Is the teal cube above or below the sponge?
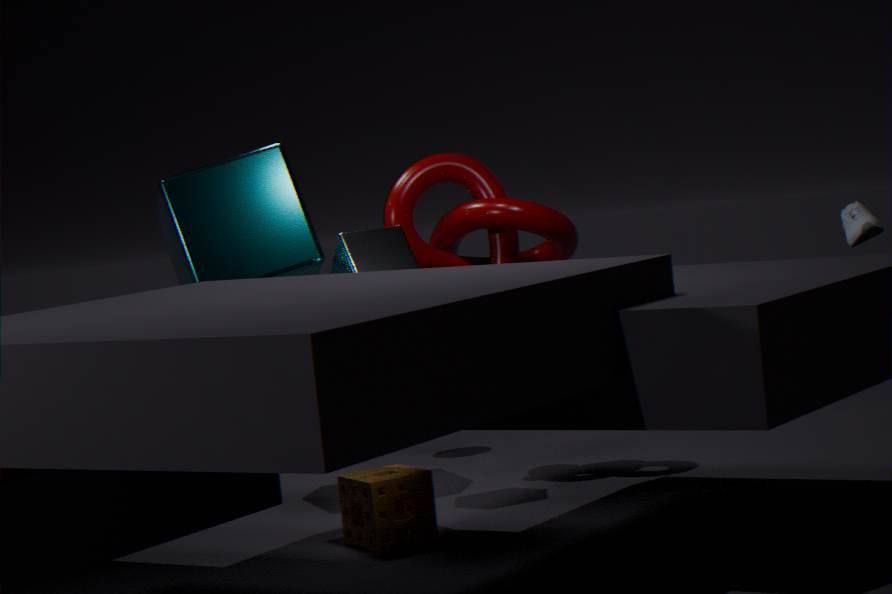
above
